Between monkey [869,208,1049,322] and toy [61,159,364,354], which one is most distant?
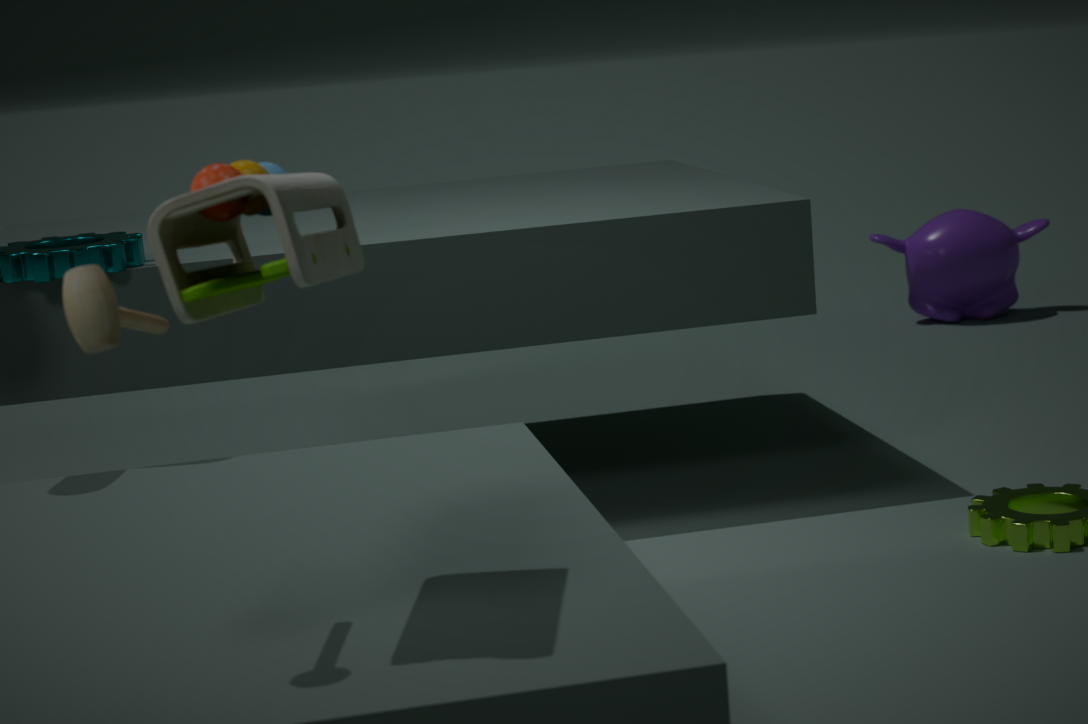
monkey [869,208,1049,322]
